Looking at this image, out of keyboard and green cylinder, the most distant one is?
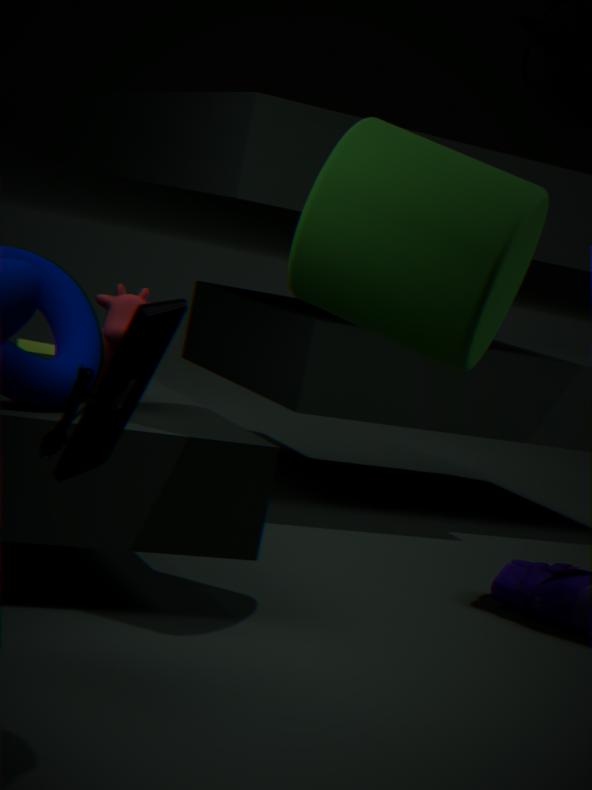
green cylinder
